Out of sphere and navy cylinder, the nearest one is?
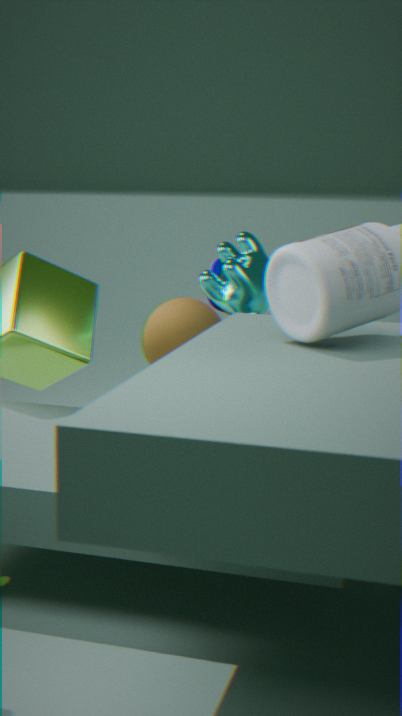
sphere
